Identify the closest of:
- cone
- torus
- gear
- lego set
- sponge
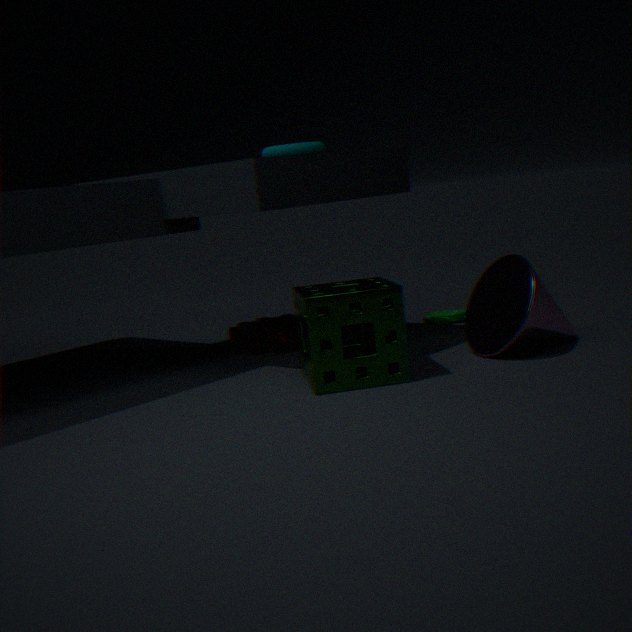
sponge
